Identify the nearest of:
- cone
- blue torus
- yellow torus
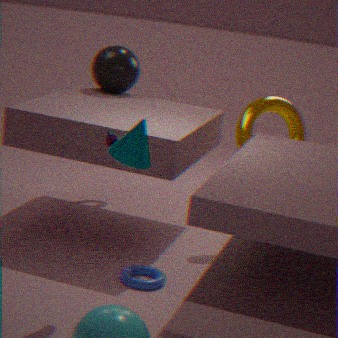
cone
